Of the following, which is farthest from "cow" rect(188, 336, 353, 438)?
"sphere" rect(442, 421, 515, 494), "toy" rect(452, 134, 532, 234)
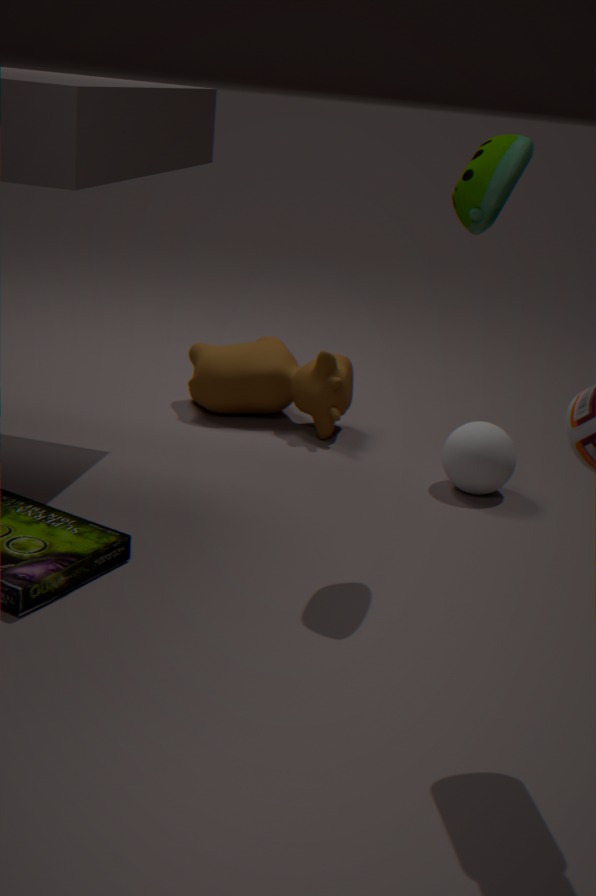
"toy" rect(452, 134, 532, 234)
